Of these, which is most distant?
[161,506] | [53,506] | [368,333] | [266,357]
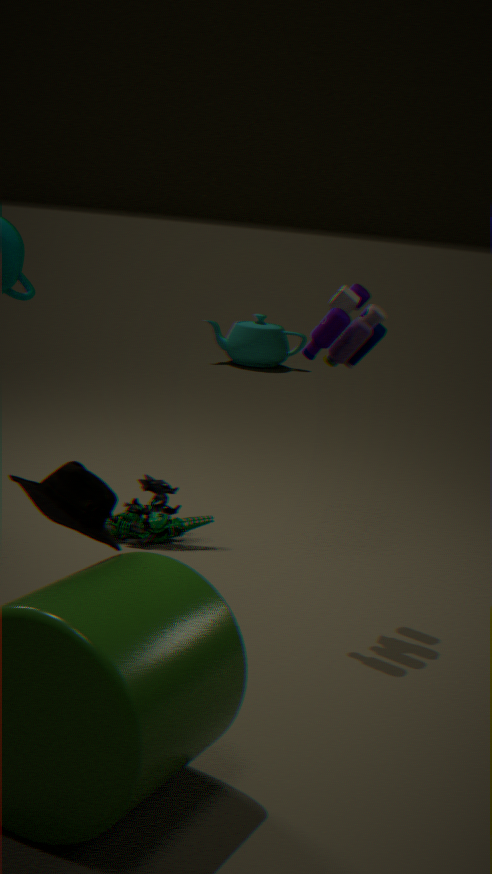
[266,357]
